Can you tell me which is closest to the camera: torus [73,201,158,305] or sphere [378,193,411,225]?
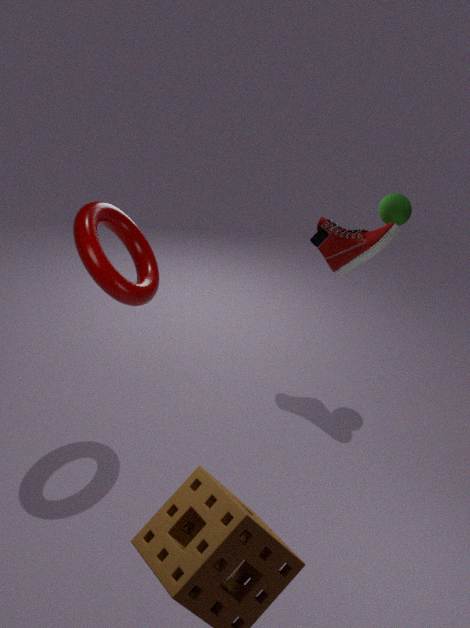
torus [73,201,158,305]
